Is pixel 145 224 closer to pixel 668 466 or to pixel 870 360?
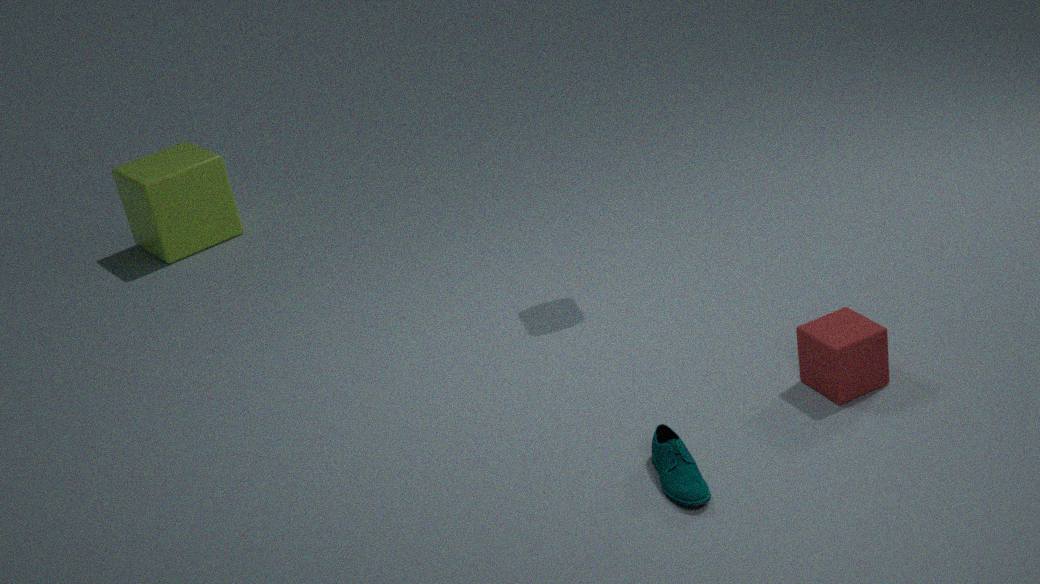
pixel 668 466
